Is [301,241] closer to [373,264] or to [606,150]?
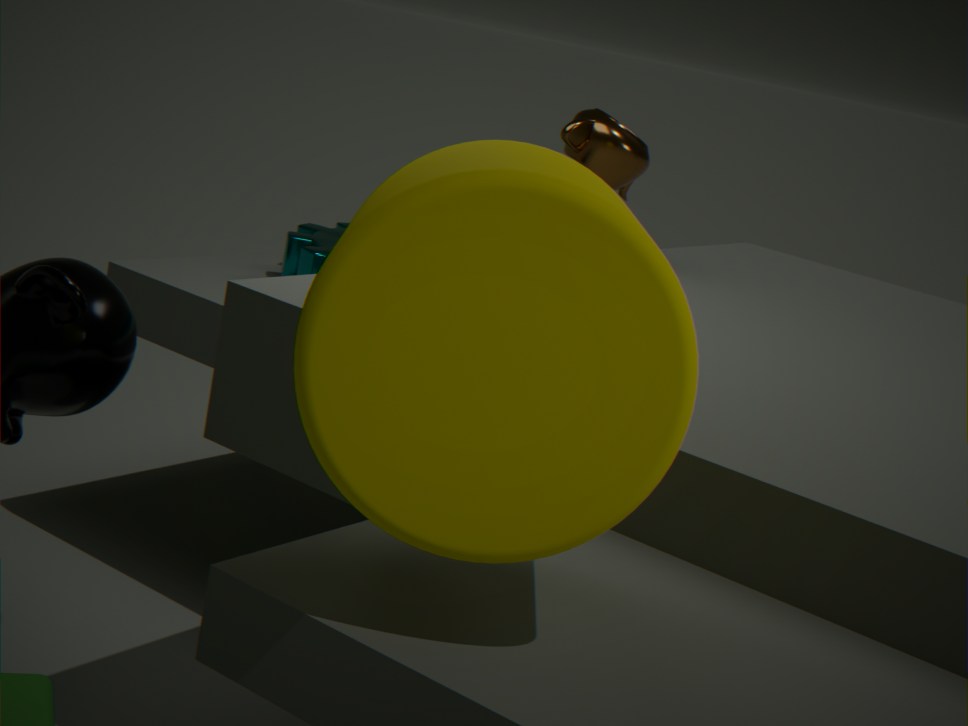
[606,150]
